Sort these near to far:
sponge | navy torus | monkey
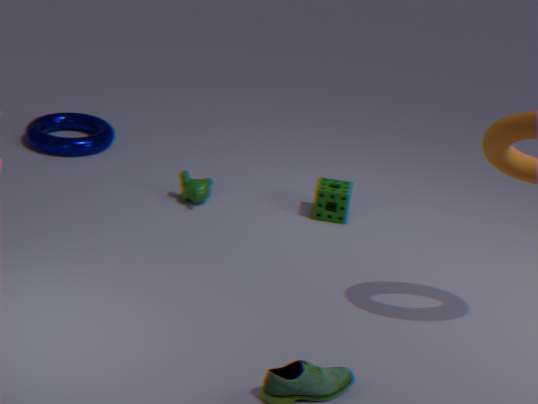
sponge
monkey
navy torus
